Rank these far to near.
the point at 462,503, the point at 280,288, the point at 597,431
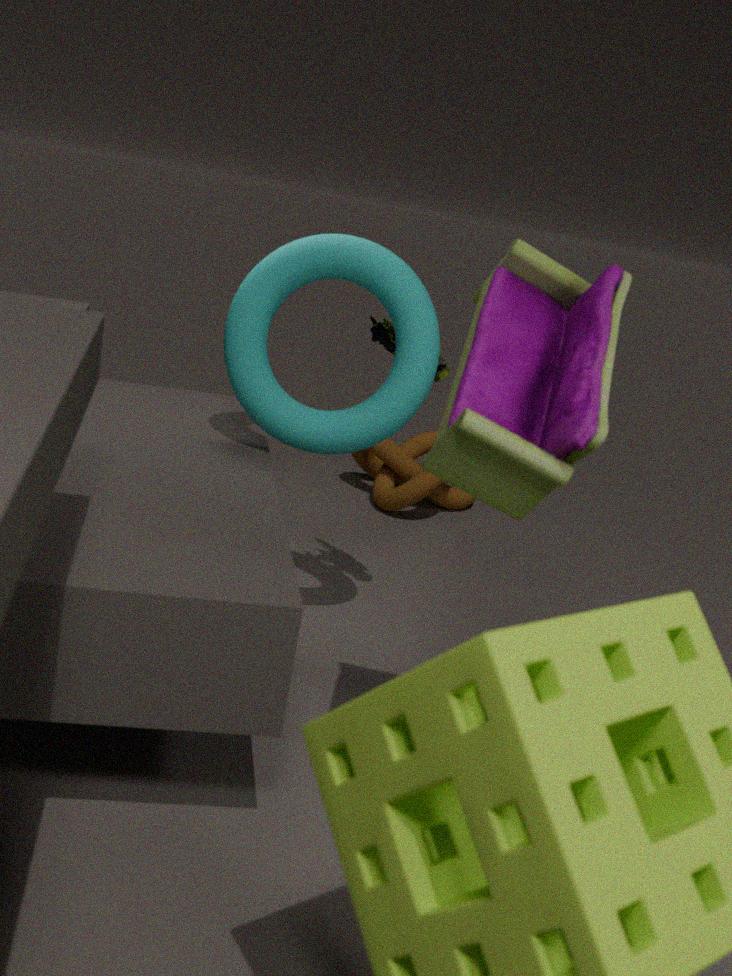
the point at 462,503 → the point at 280,288 → the point at 597,431
